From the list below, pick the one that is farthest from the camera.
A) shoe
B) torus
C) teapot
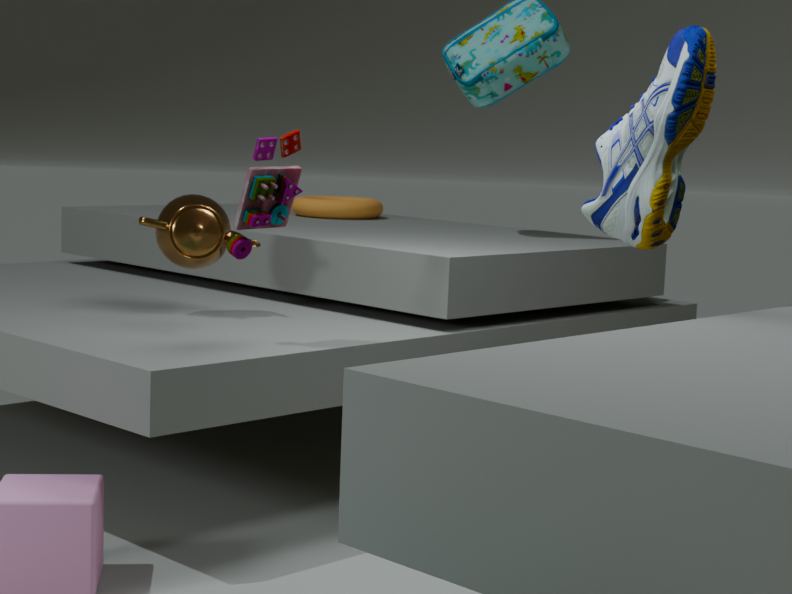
torus
